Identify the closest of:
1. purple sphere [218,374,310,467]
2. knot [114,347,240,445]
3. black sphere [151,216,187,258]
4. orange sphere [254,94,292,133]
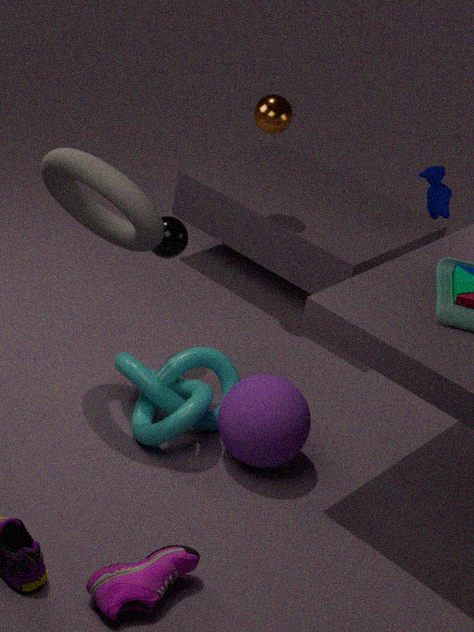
purple sphere [218,374,310,467]
